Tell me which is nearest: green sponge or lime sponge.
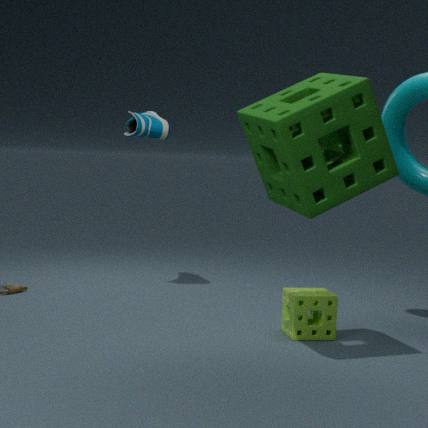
green sponge
